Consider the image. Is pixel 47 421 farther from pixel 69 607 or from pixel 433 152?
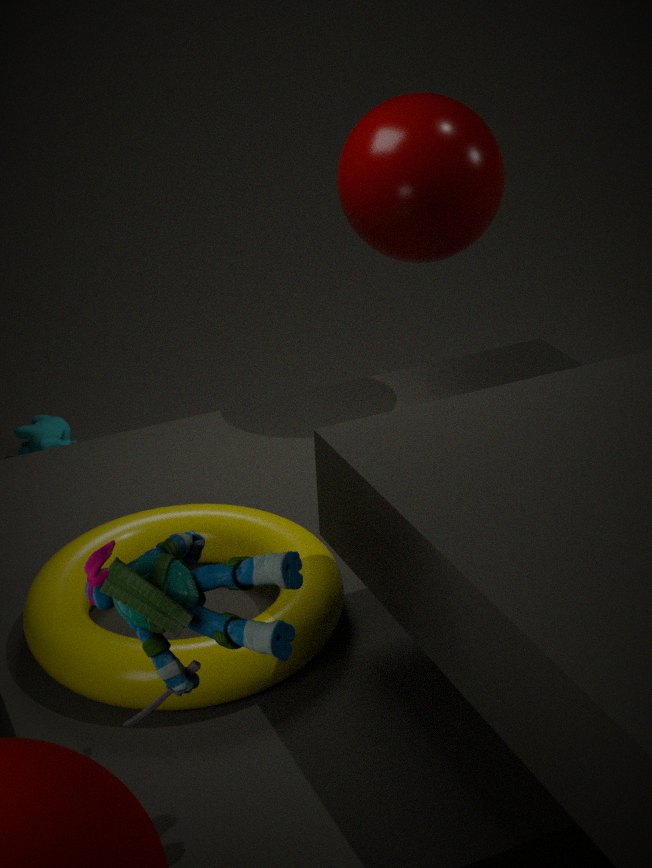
pixel 69 607
